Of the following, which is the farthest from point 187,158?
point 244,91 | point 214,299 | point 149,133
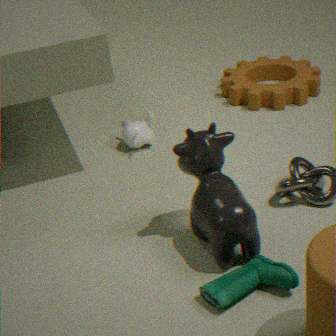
point 244,91
